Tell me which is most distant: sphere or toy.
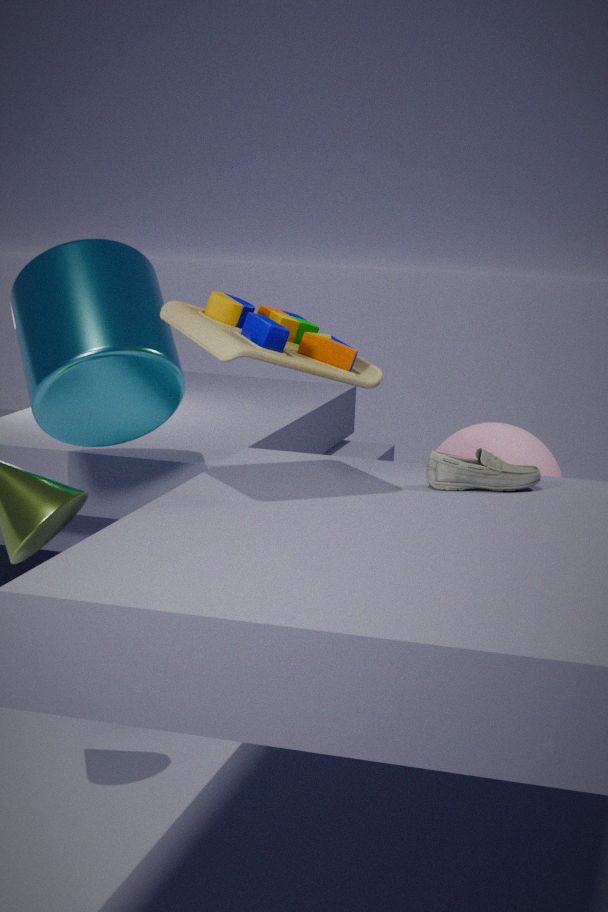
sphere
